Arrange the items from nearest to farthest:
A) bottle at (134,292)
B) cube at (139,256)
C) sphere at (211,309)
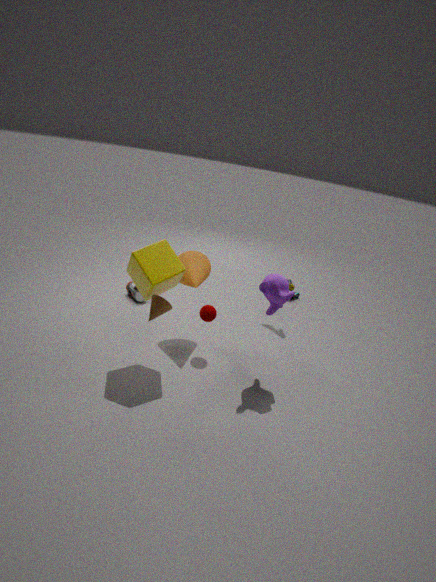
cube at (139,256) → sphere at (211,309) → bottle at (134,292)
